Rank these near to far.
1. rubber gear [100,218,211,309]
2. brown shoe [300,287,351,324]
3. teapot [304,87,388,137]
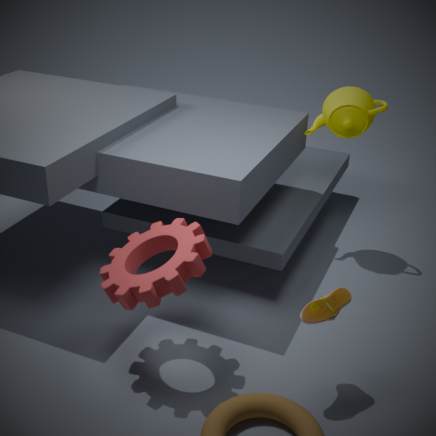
1. rubber gear [100,218,211,309]
2. brown shoe [300,287,351,324]
3. teapot [304,87,388,137]
